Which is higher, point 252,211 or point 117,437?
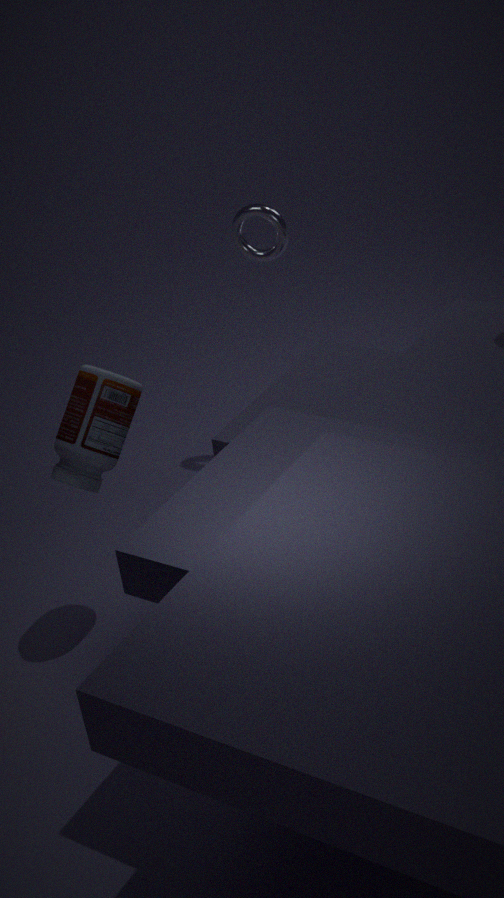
point 252,211
